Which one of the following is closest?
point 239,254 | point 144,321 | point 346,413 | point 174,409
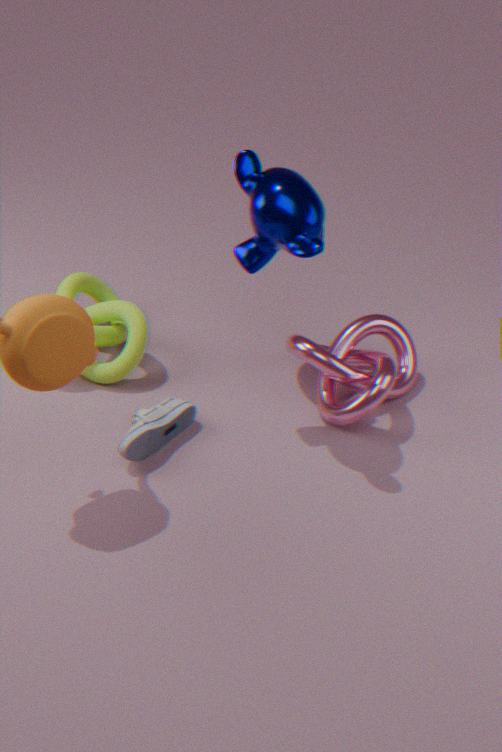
point 239,254
